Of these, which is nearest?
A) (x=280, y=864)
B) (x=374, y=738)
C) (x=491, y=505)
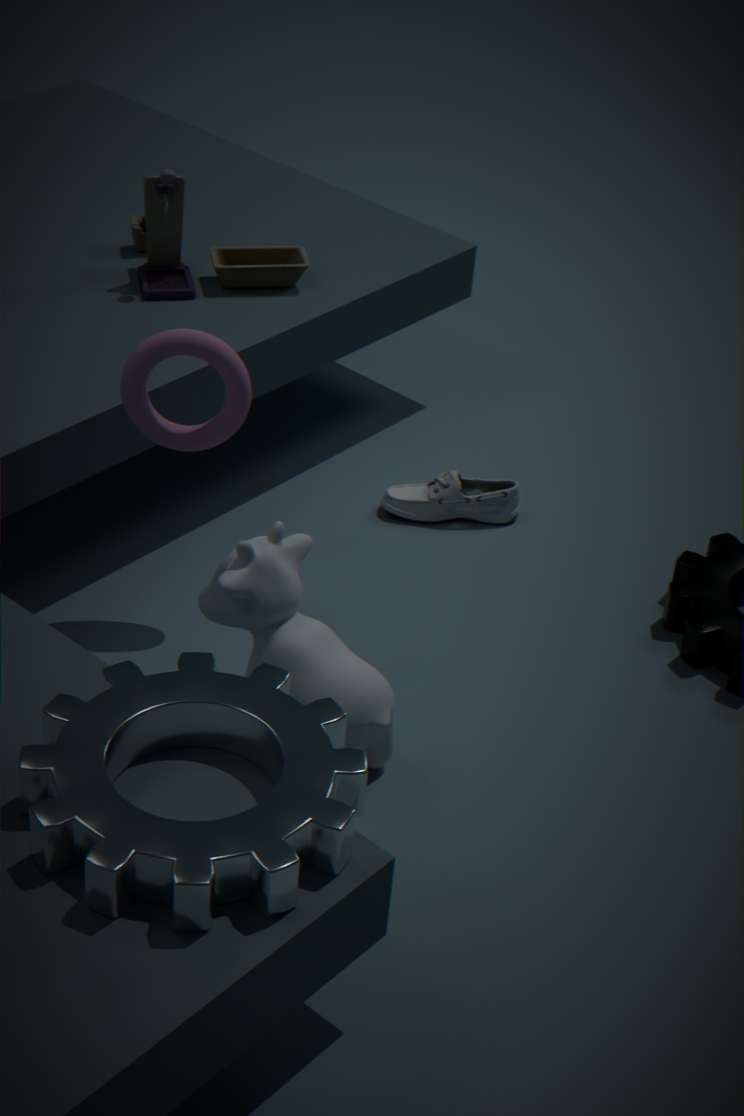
(x=280, y=864)
